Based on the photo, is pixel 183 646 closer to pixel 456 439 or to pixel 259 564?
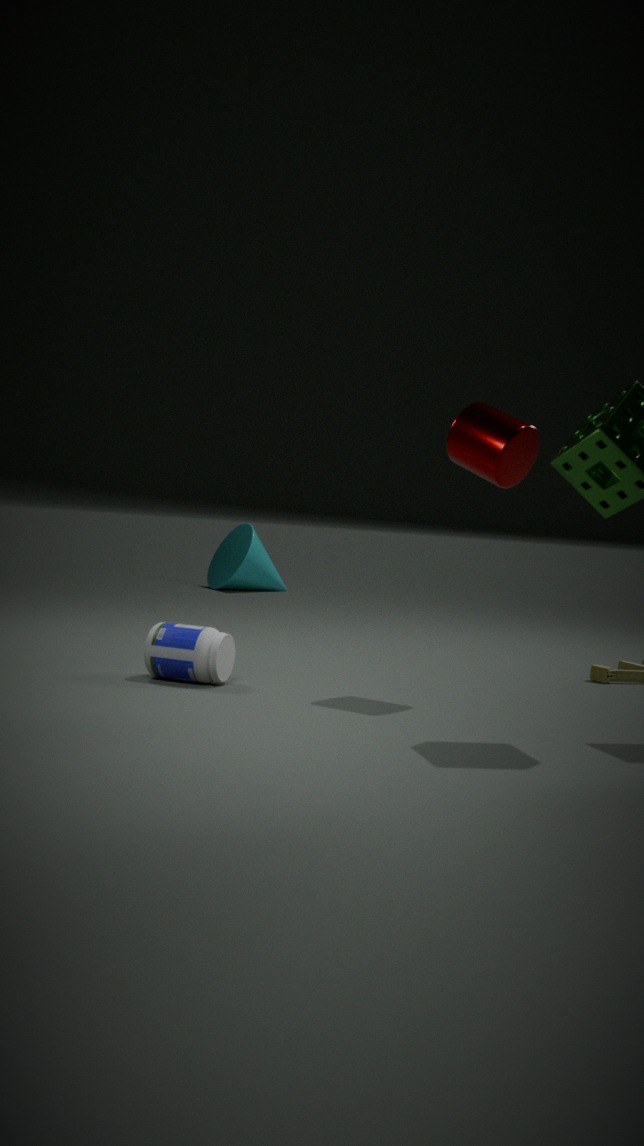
pixel 456 439
